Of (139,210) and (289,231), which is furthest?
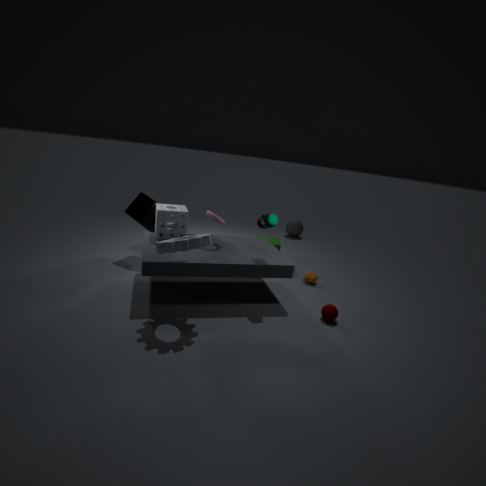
(289,231)
